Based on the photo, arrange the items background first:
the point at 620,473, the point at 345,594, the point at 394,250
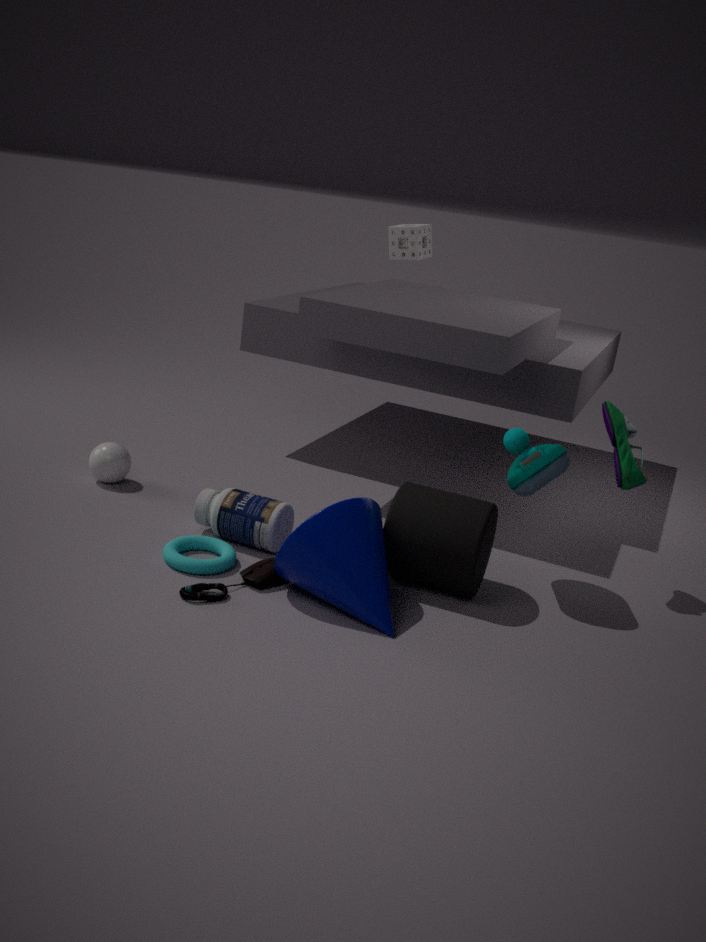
the point at 394,250, the point at 620,473, the point at 345,594
